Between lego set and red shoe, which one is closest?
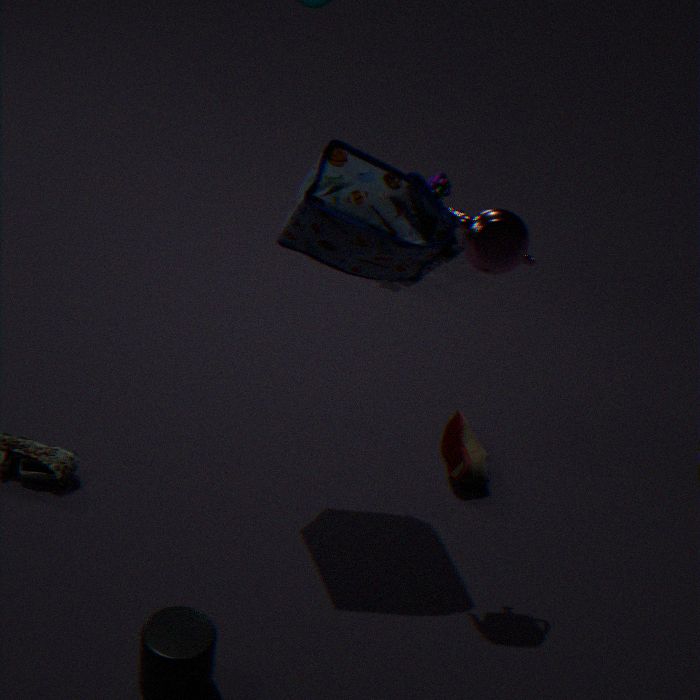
red shoe
